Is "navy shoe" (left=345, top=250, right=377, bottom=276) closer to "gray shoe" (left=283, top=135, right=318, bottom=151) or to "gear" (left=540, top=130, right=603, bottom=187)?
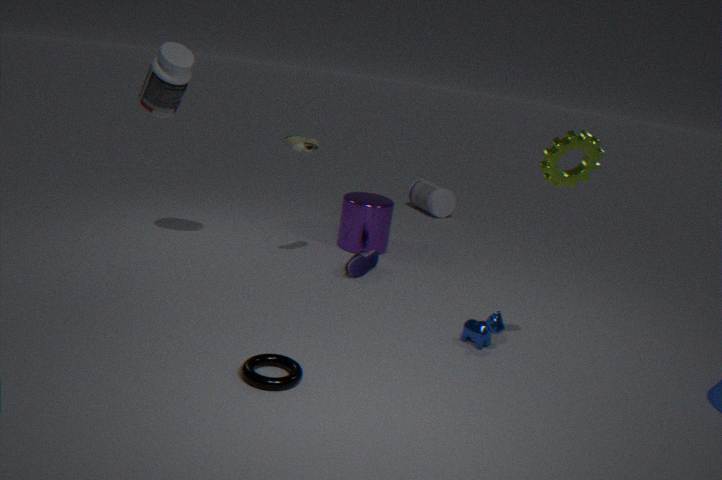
"gray shoe" (left=283, top=135, right=318, bottom=151)
